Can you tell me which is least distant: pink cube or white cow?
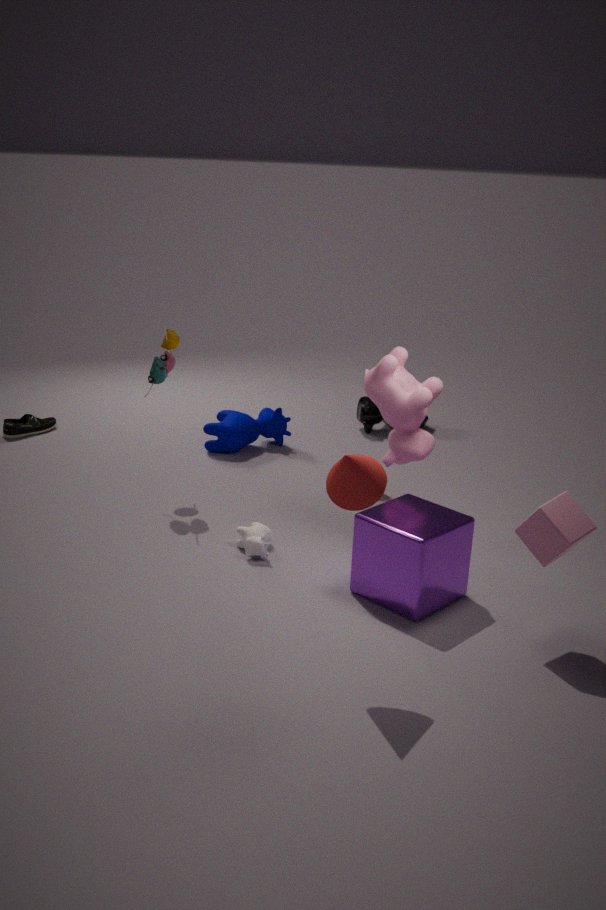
pink cube
